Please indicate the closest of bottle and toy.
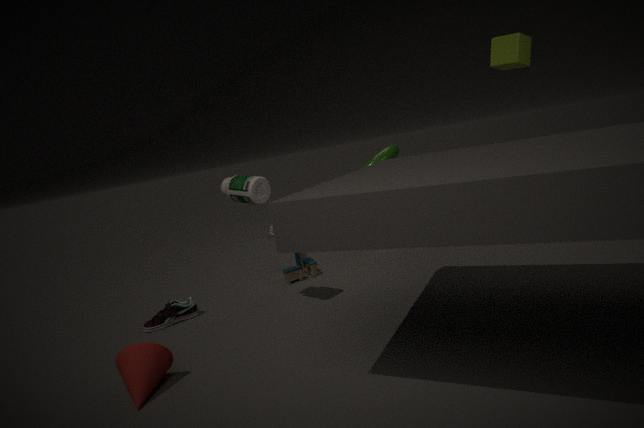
bottle
